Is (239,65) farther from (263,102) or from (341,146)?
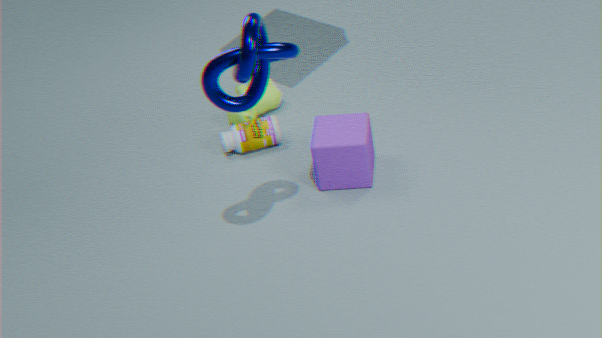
(263,102)
